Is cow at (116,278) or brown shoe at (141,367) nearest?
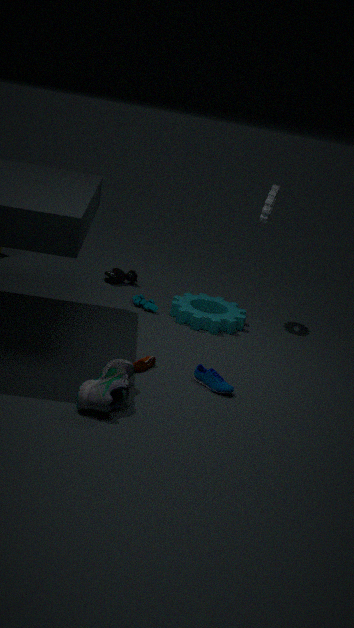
brown shoe at (141,367)
